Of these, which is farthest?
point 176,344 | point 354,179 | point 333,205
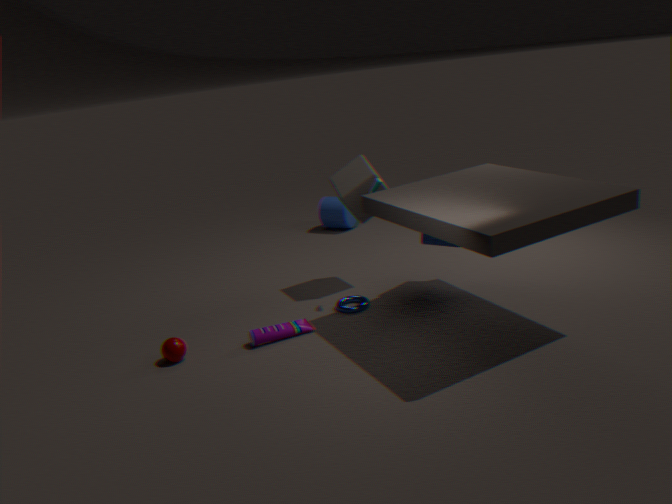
point 333,205
